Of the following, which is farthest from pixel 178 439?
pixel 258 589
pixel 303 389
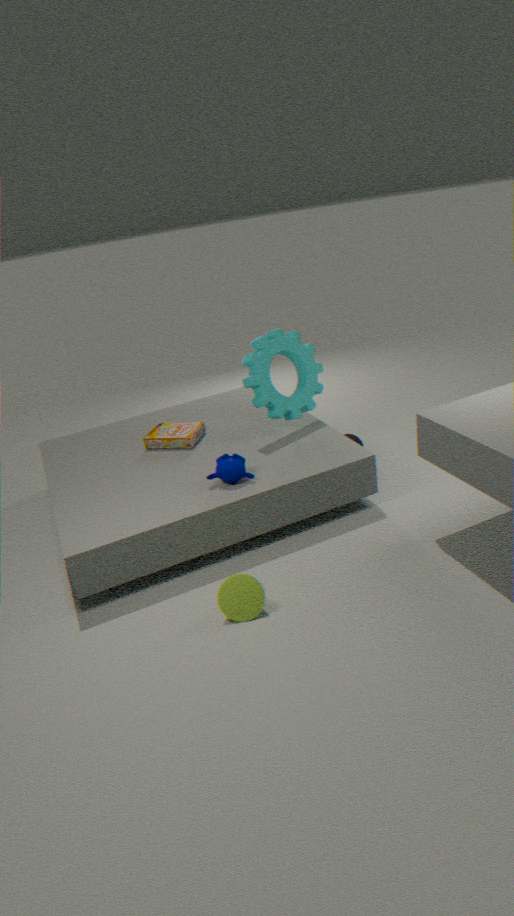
pixel 258 589
